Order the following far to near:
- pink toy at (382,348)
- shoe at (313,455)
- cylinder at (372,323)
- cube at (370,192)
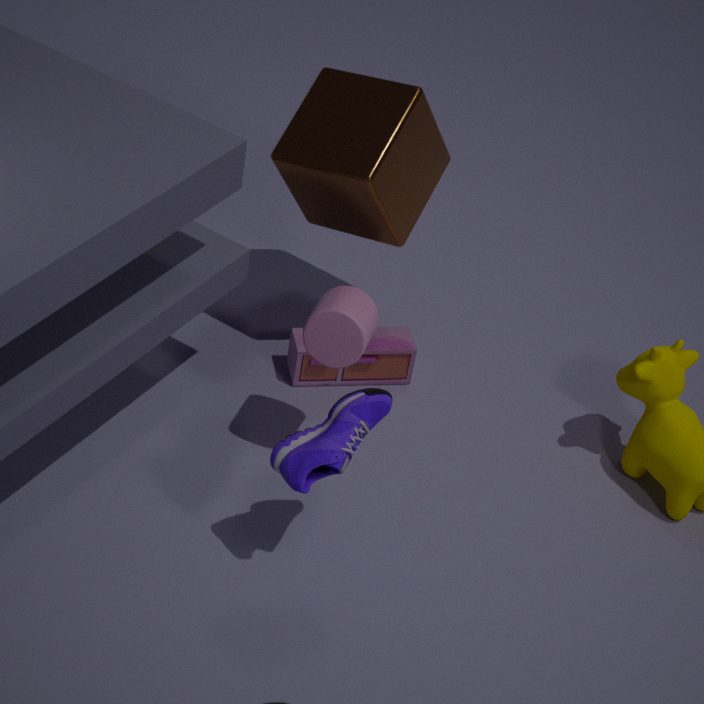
pink toy at (382,348), cube at (370,192), cylinder at (372,323), shoe at (313,455)
